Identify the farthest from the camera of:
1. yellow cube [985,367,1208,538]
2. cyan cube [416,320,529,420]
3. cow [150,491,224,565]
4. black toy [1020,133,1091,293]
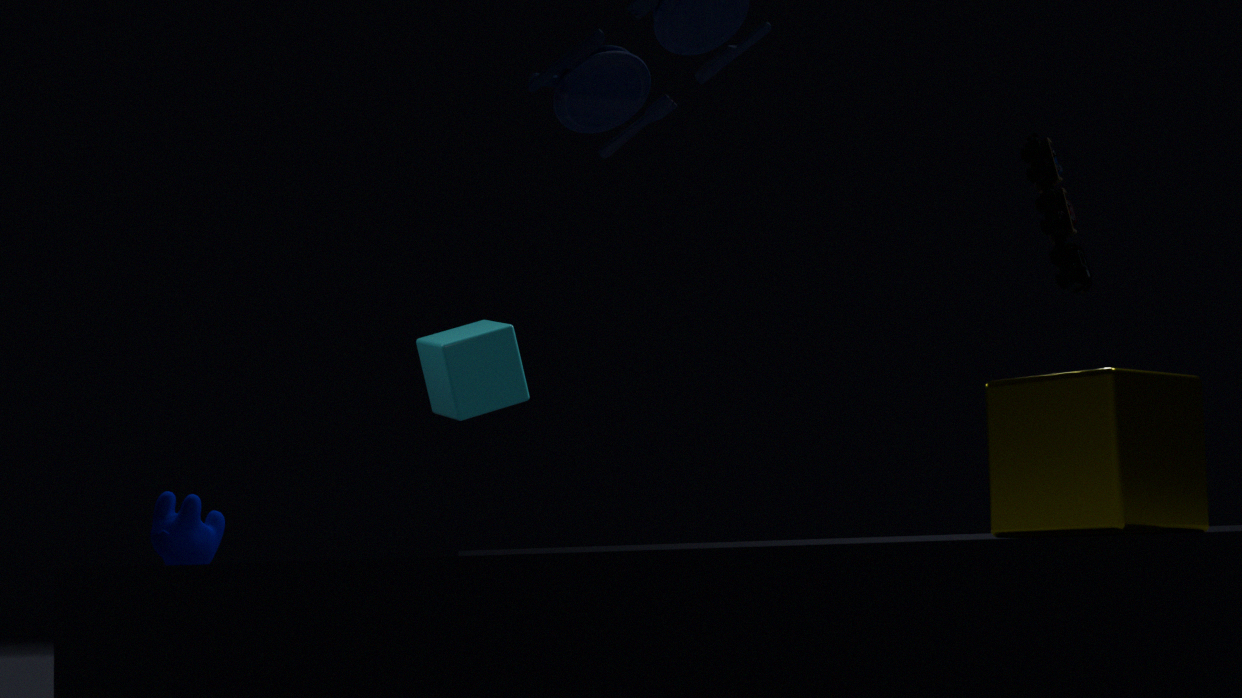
cyan cube [416,320,529,420]
